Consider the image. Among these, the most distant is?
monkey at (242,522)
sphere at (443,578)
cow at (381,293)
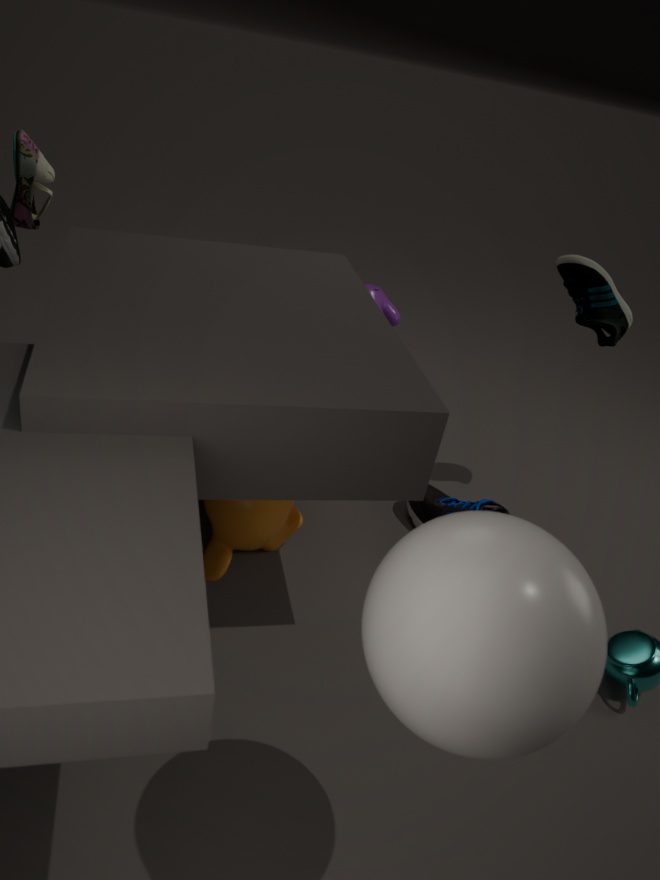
cow at (381,293)
